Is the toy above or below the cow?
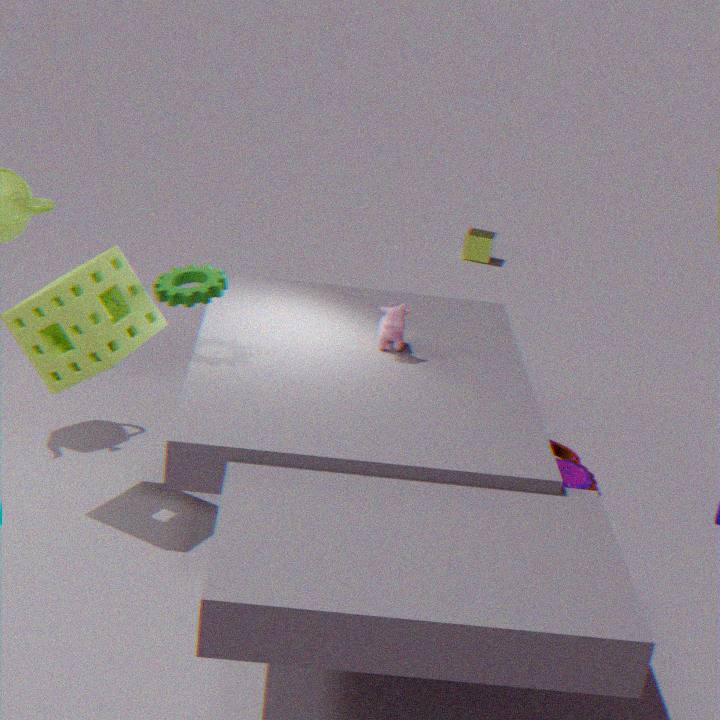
below
